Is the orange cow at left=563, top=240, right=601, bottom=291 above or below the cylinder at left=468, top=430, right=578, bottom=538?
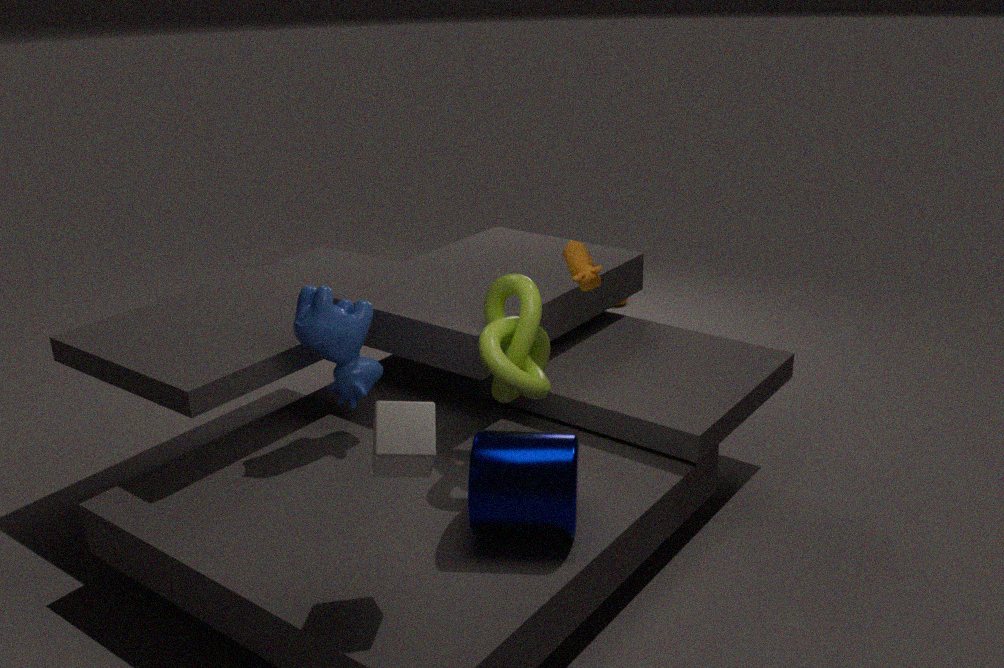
above
